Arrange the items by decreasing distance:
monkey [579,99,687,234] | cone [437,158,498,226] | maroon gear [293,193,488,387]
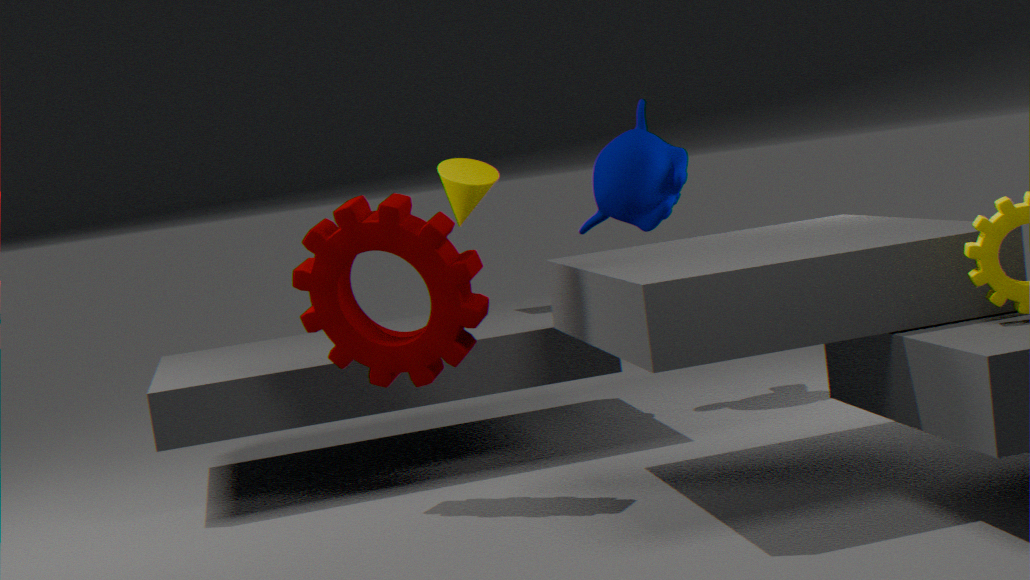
cone [437,158,498,226] < monkey [579,99,687,234] < maroon gear [293,193,488,387]
